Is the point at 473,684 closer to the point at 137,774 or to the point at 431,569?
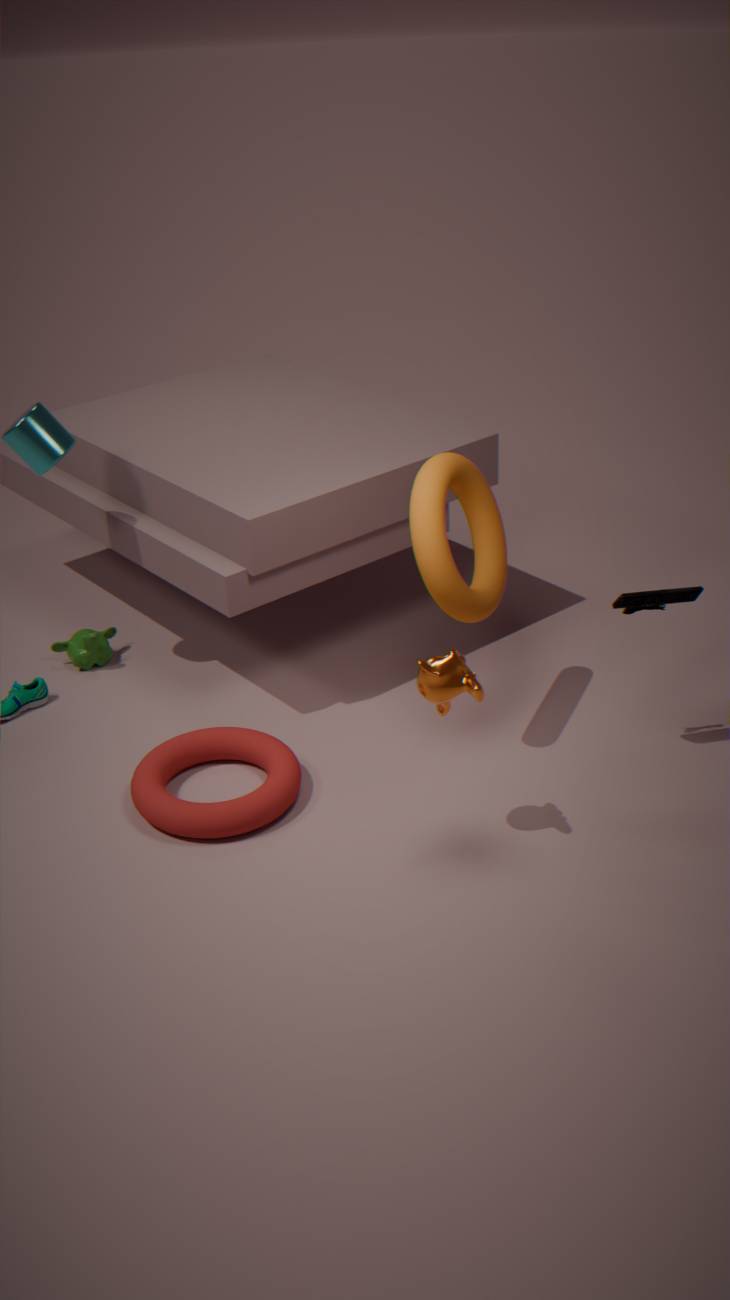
the point at 431,569
